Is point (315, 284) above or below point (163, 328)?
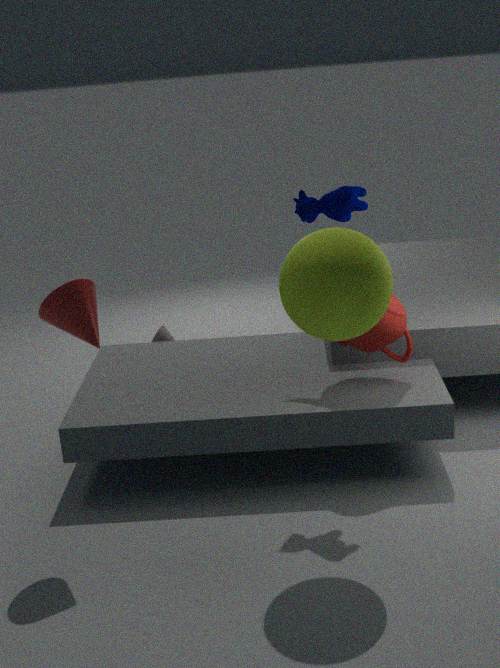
above
